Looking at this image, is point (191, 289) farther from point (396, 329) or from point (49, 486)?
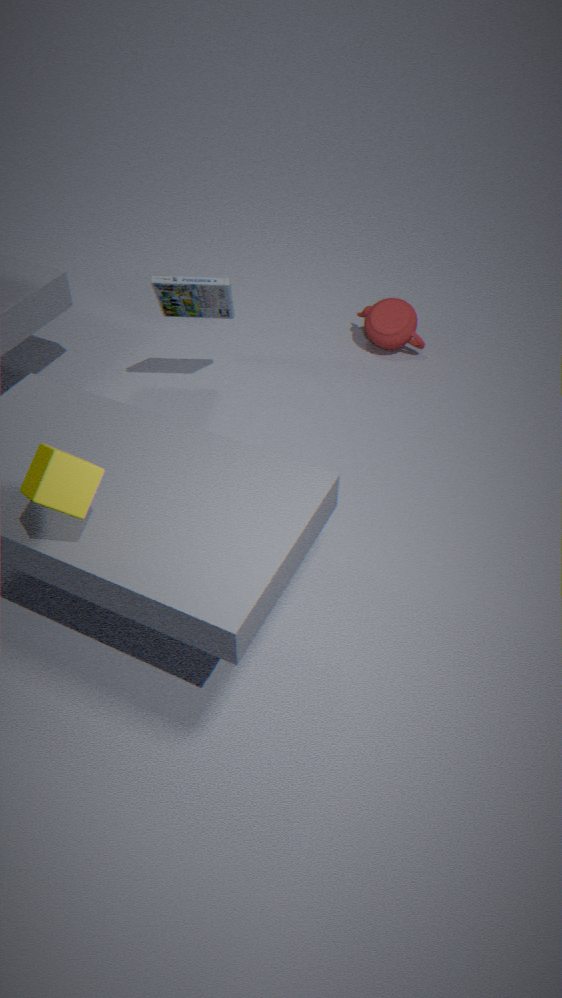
point (49, 486)
